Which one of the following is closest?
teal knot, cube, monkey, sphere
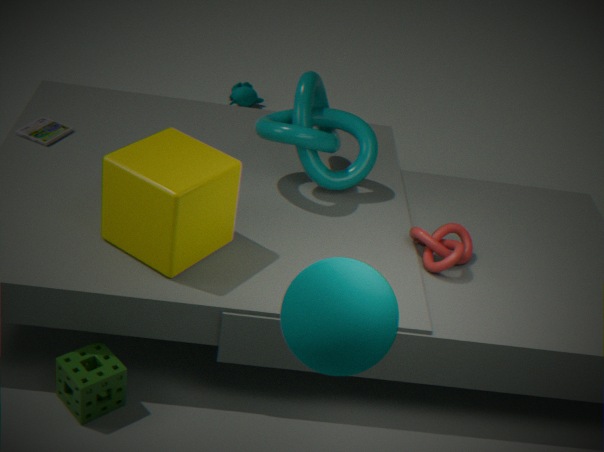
sphere
